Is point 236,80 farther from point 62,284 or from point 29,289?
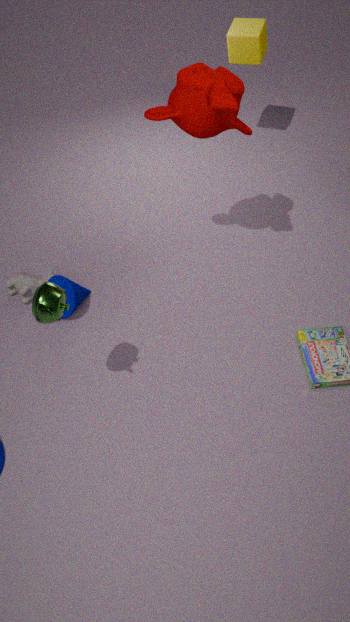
point 29,289
